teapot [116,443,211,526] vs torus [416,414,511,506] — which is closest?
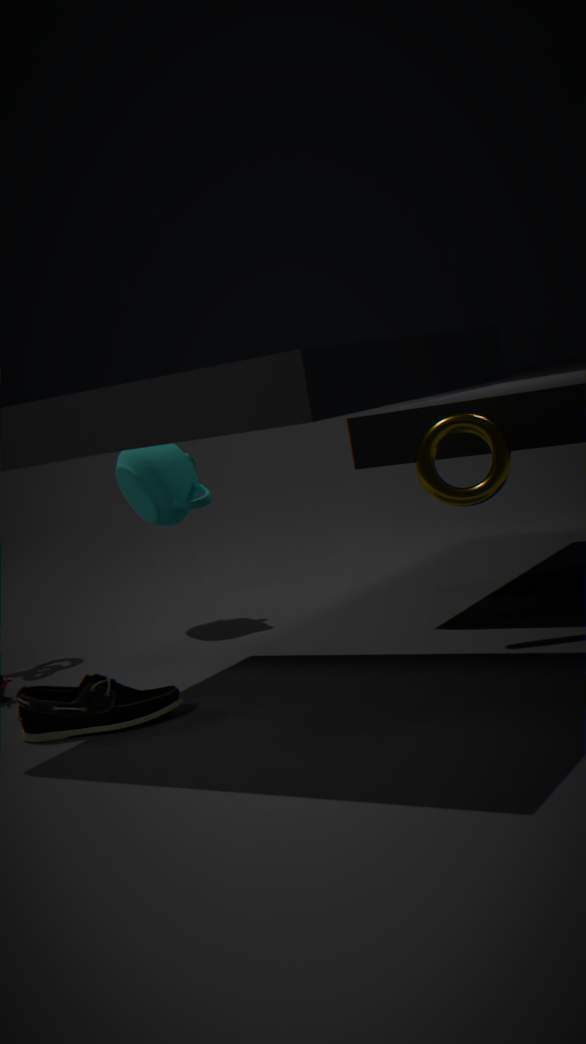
torus [416,414,511,506]
